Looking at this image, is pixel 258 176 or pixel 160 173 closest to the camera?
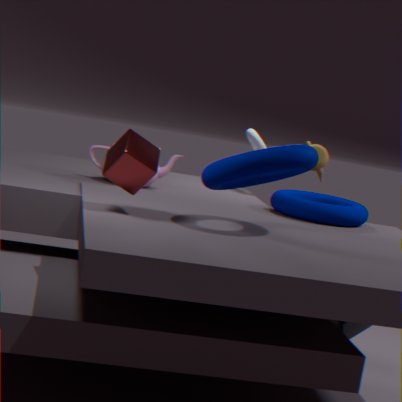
pixel 258 176
